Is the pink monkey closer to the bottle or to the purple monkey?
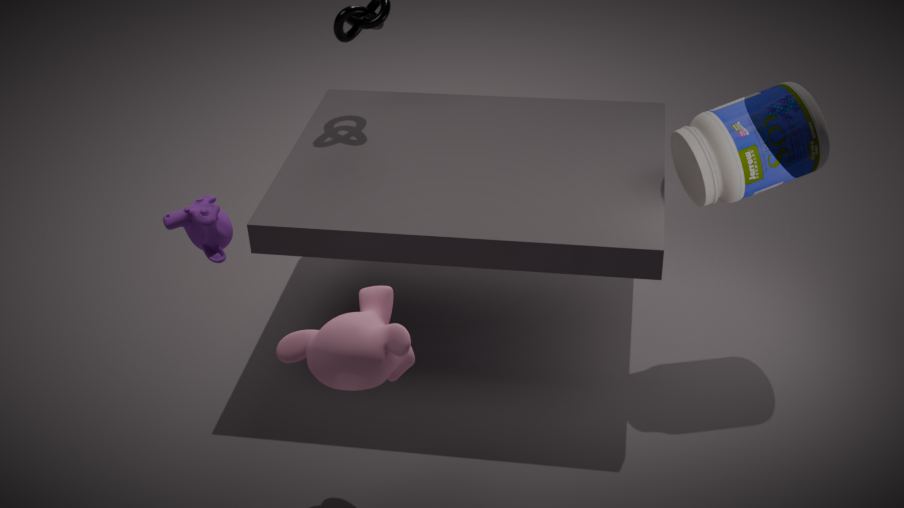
the purple monkey
